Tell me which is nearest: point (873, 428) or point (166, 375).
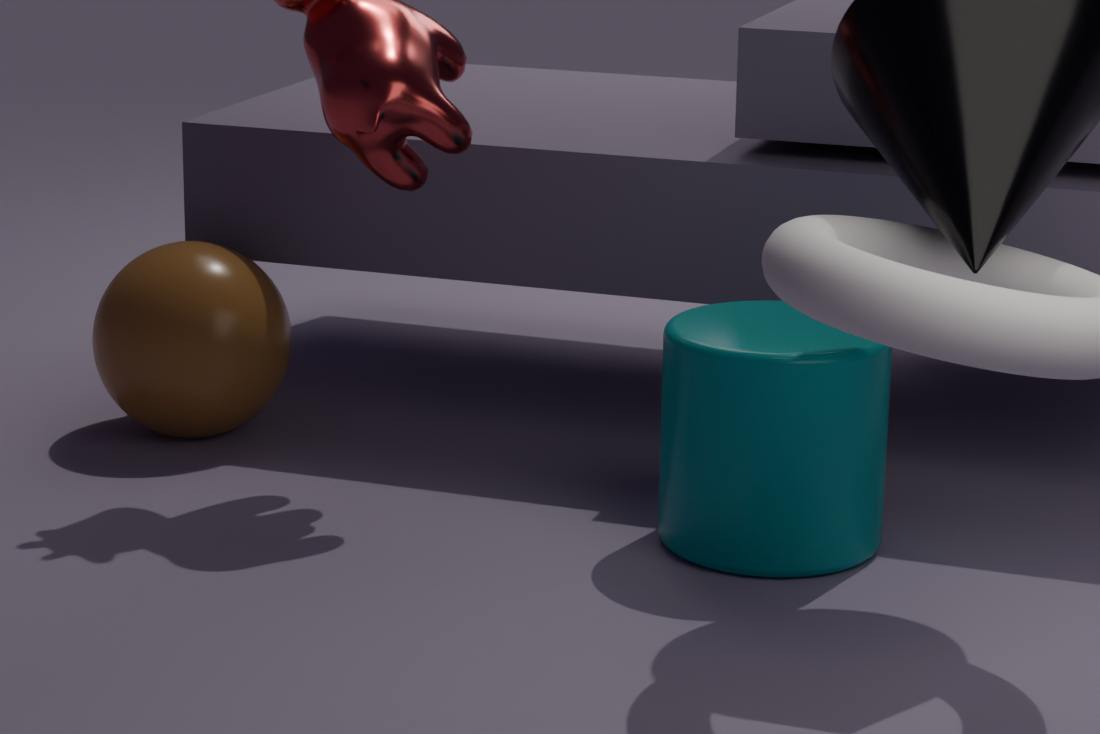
point (873, 428)
